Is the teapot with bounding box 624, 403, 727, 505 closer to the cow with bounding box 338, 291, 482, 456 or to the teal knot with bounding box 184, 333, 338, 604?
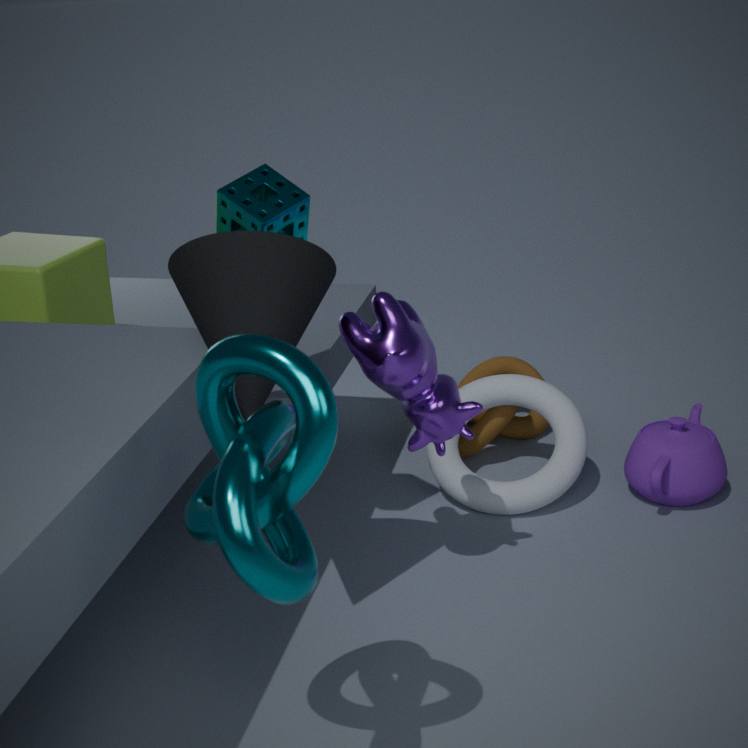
the cow with bounding box 338, 291, 482, 456
